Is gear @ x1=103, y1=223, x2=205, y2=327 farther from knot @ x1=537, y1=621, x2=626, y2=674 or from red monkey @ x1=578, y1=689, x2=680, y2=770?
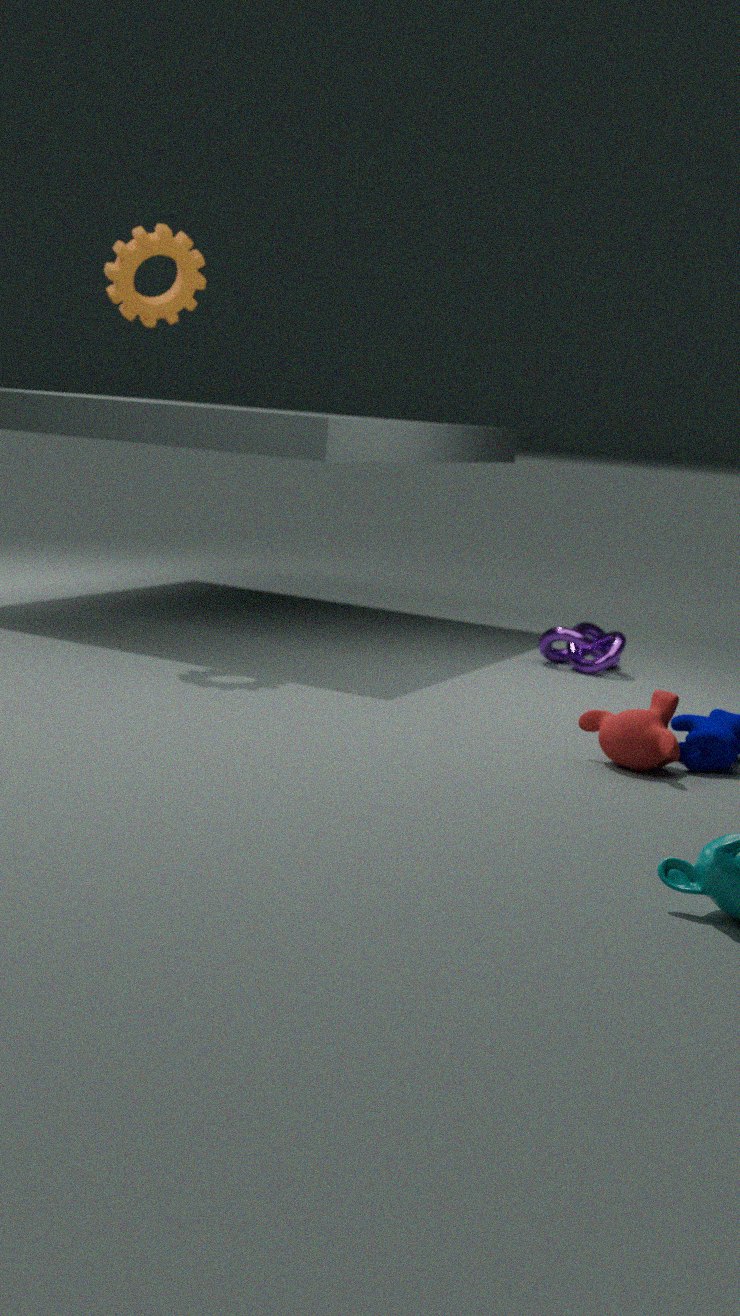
red monkey @ x1=578, y1=689, x2=680, y2=770
